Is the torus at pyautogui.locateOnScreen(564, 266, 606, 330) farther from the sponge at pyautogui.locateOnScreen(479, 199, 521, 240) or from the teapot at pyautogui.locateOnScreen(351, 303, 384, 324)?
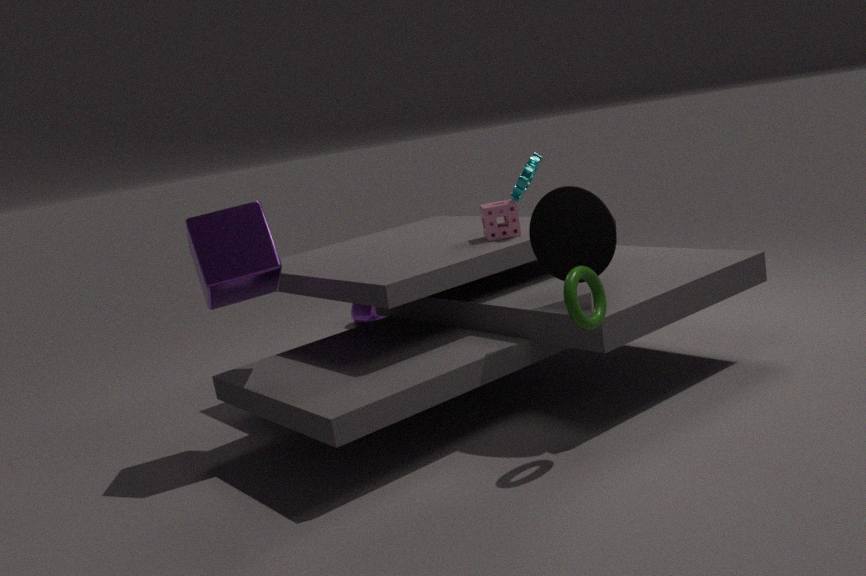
the teapot at pyautogui.locateOnScreen(351, 303, 384, 324)
